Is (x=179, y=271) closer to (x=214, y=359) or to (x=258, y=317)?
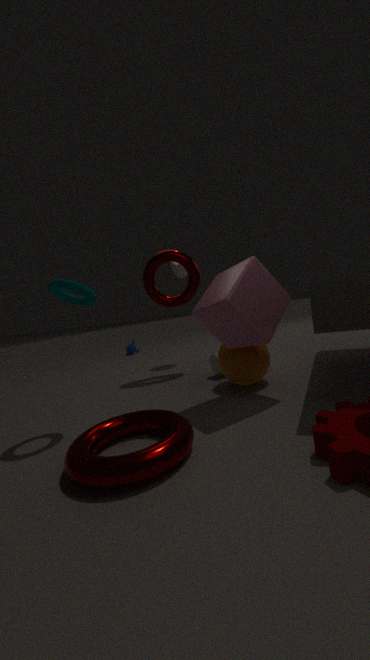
(x=214, y=359)
